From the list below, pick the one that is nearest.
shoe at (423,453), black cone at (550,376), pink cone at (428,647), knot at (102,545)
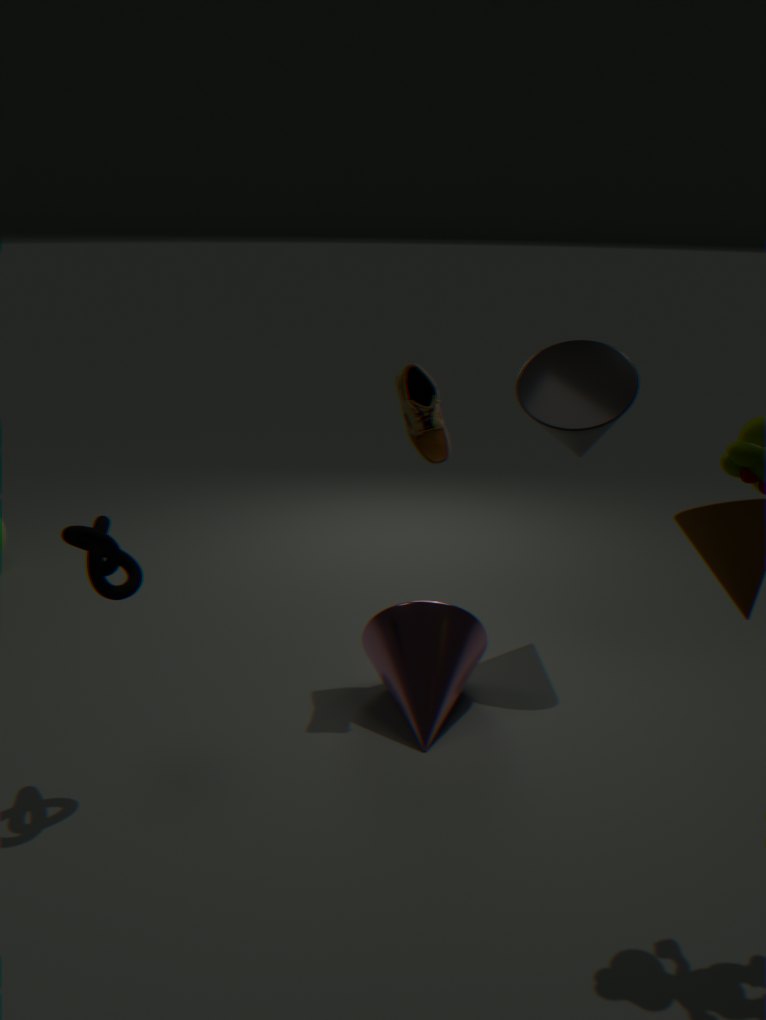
knot at (102,545)
